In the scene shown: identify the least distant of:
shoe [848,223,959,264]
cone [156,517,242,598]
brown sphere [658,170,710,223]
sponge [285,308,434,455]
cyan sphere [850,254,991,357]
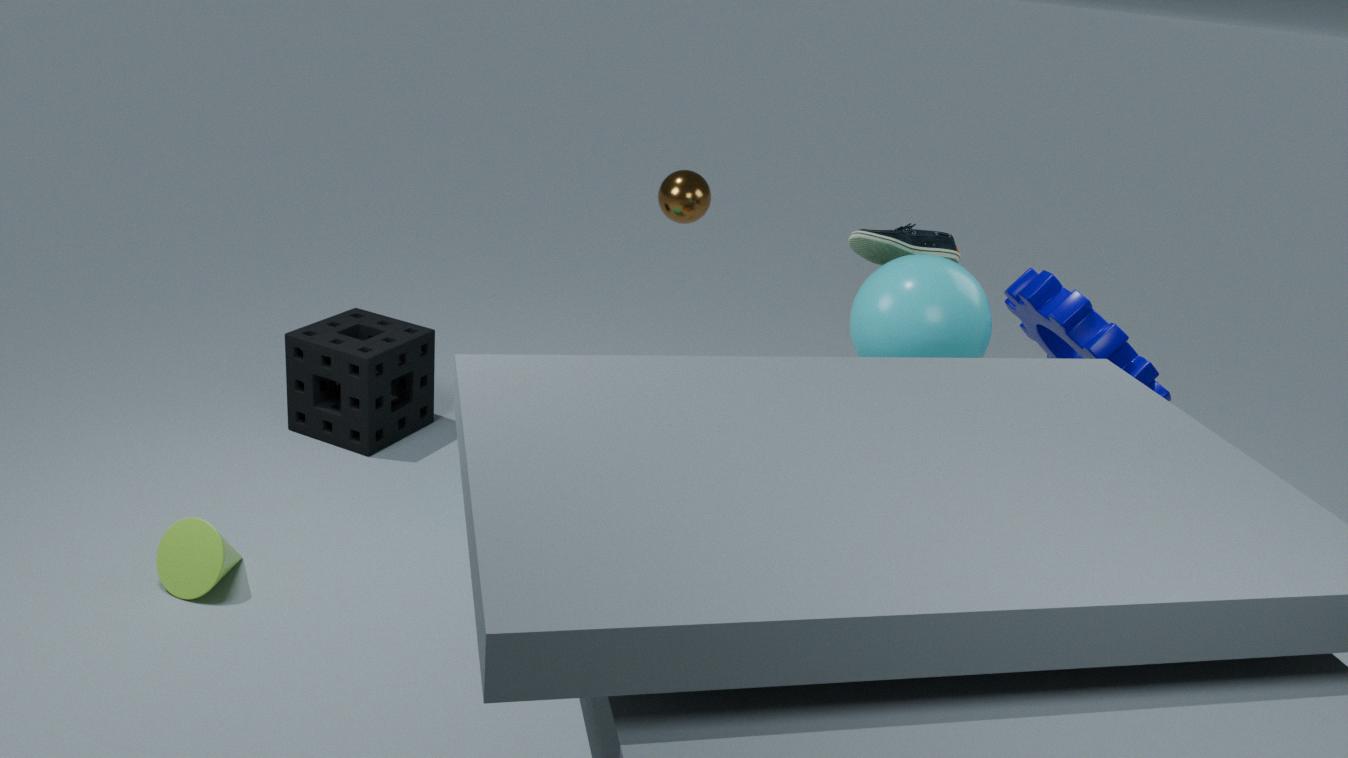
cyan sphere [850,254,991,357]
